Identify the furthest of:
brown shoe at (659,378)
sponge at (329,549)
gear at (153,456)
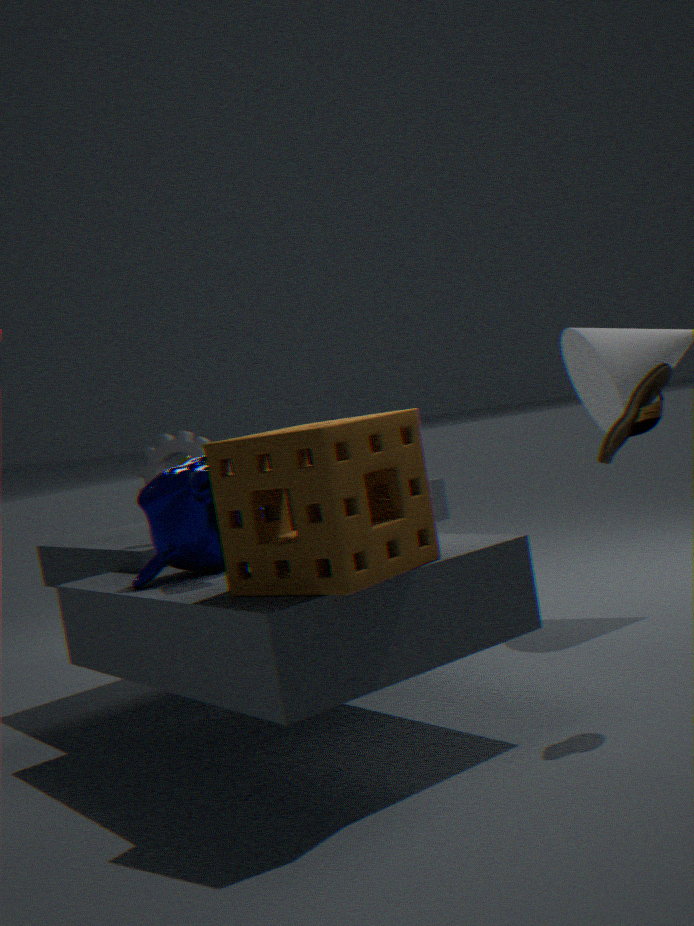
gear at (153,456)
